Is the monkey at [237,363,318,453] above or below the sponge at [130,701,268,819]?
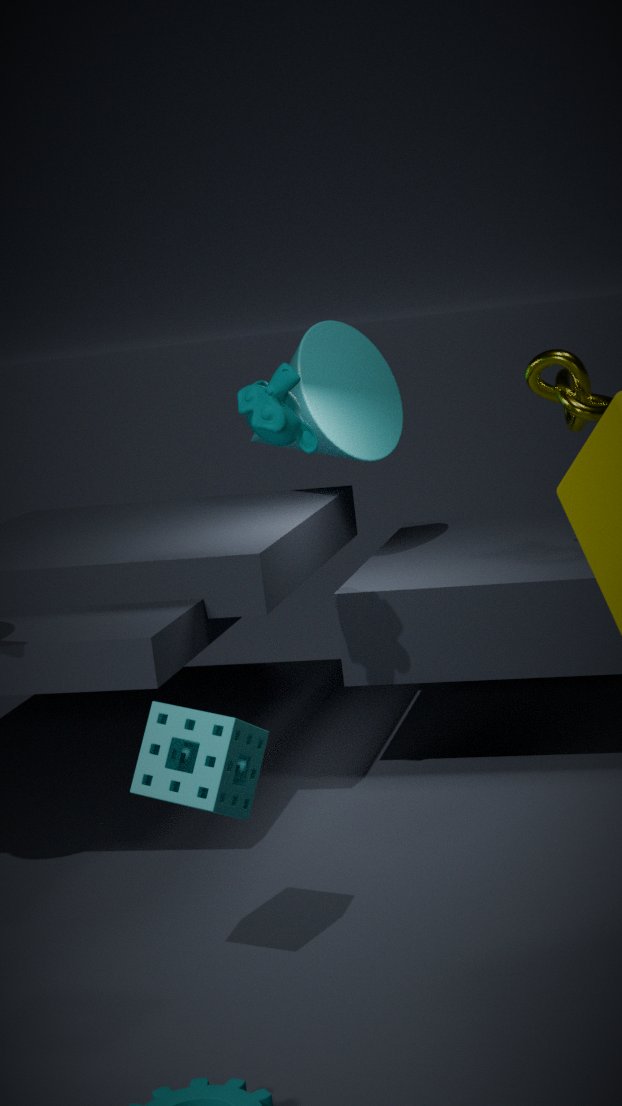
above
